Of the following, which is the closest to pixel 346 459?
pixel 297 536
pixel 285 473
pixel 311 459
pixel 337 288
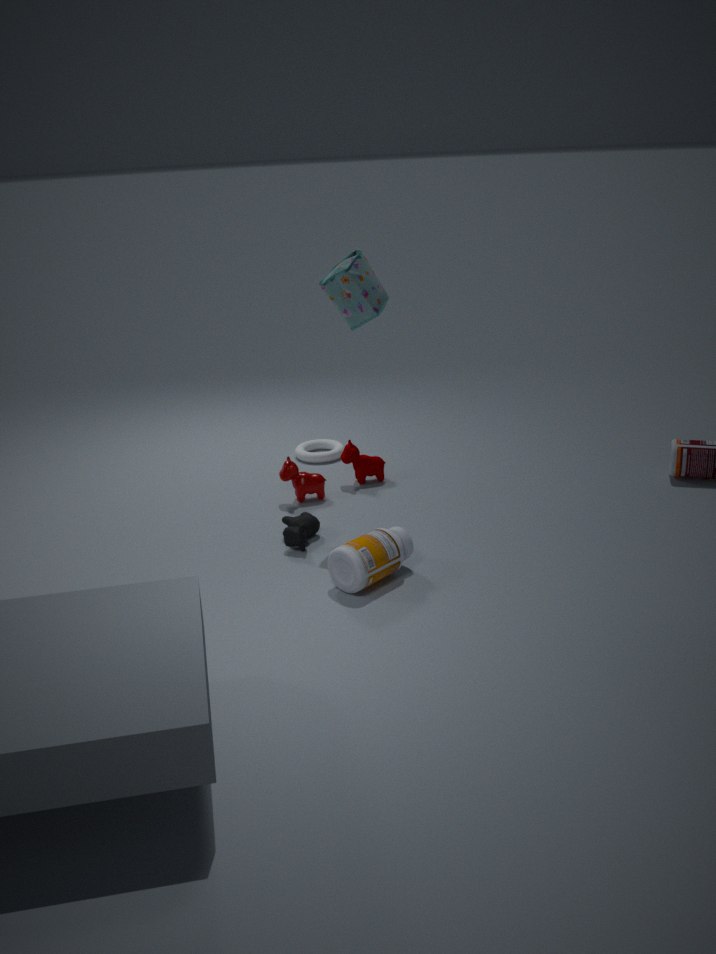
pixel 285 473
